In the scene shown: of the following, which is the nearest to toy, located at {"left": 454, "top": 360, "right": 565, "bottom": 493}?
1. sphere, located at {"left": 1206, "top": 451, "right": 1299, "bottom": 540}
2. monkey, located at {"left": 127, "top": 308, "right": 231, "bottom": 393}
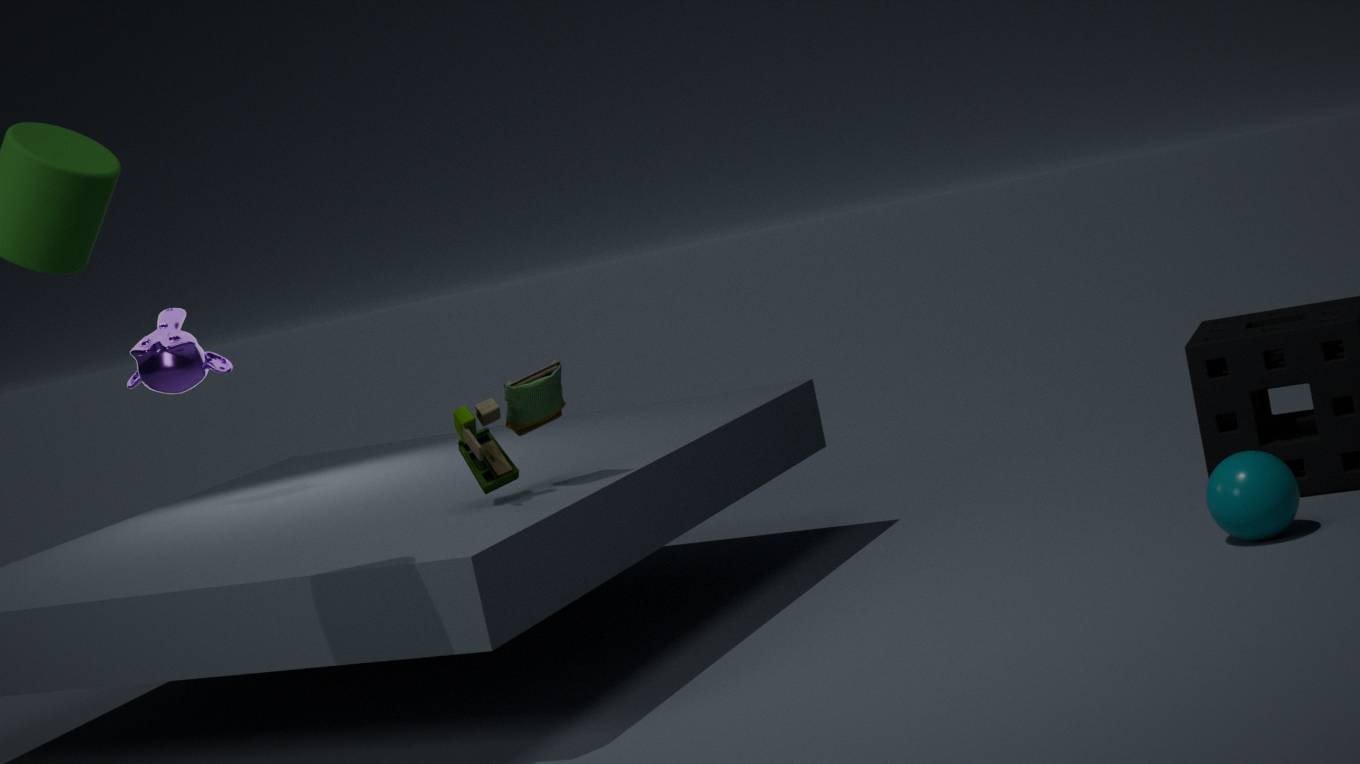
monkey, located at {"left": 127, "top": 308, "right": 231, "bottom": 393}
